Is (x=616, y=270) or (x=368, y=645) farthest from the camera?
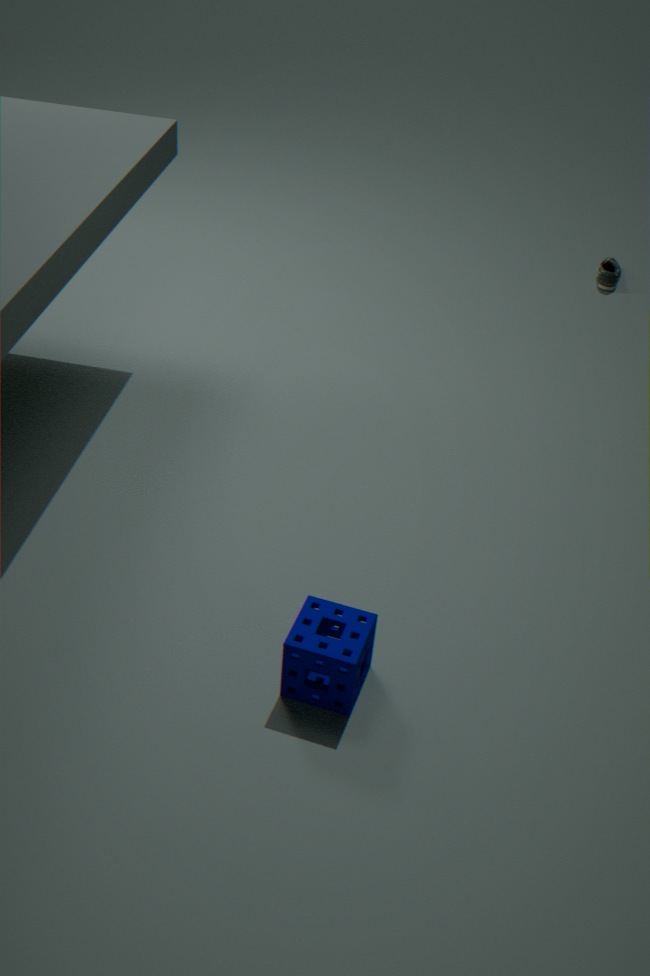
(x=616, y=270)
